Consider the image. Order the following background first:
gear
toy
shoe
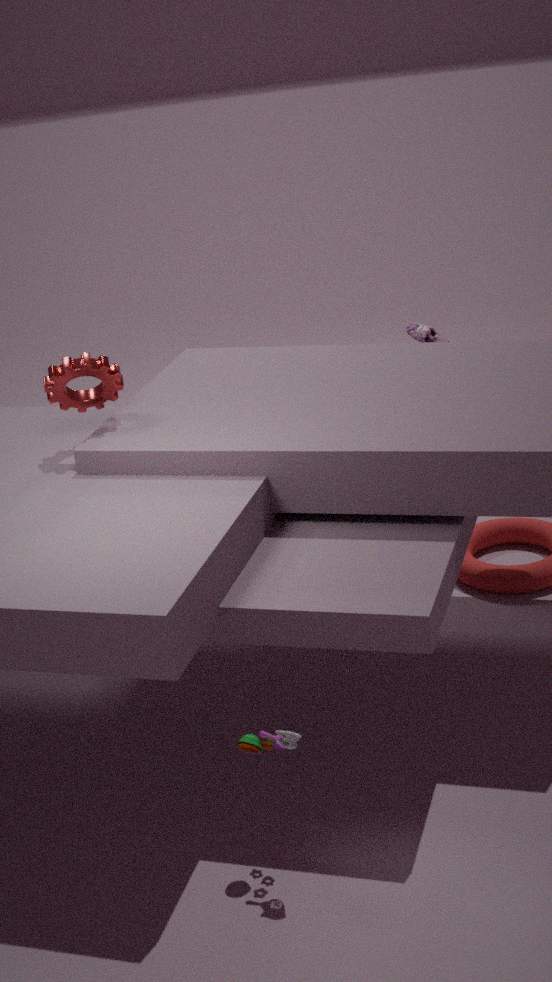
shoe, gear, toy
